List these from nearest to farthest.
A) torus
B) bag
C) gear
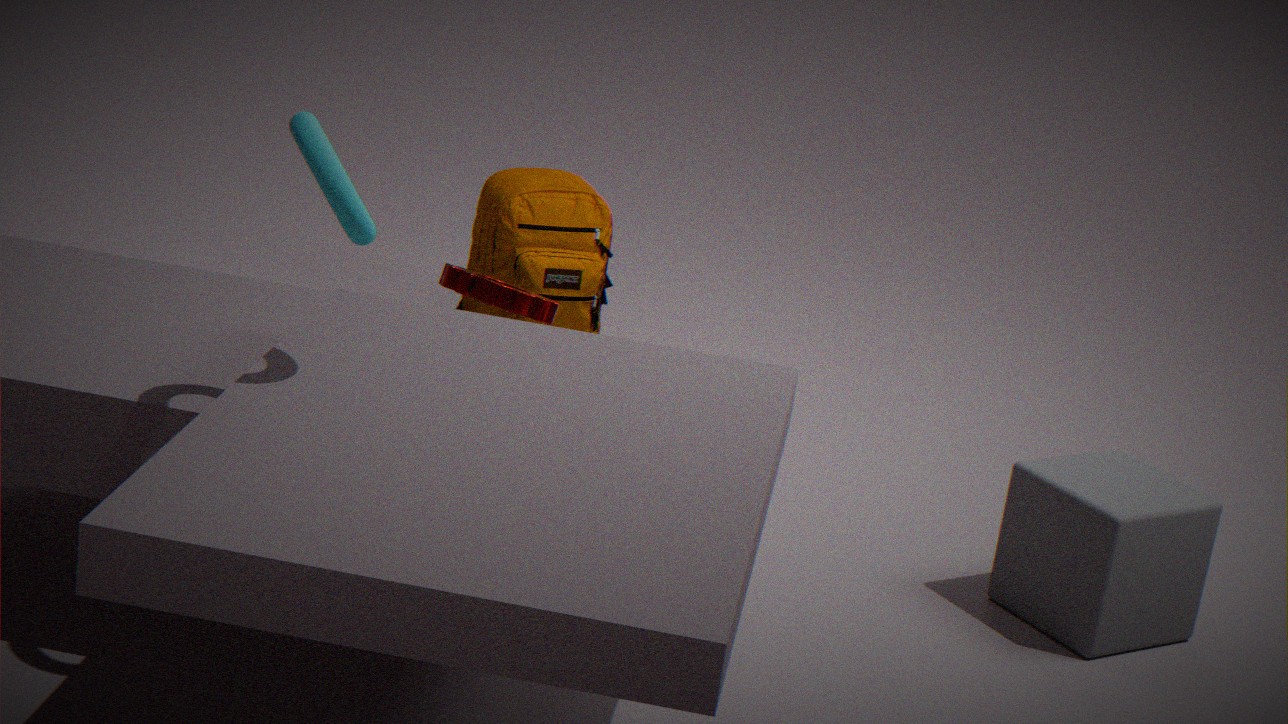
→ A. torus
C. gear
B. bag
